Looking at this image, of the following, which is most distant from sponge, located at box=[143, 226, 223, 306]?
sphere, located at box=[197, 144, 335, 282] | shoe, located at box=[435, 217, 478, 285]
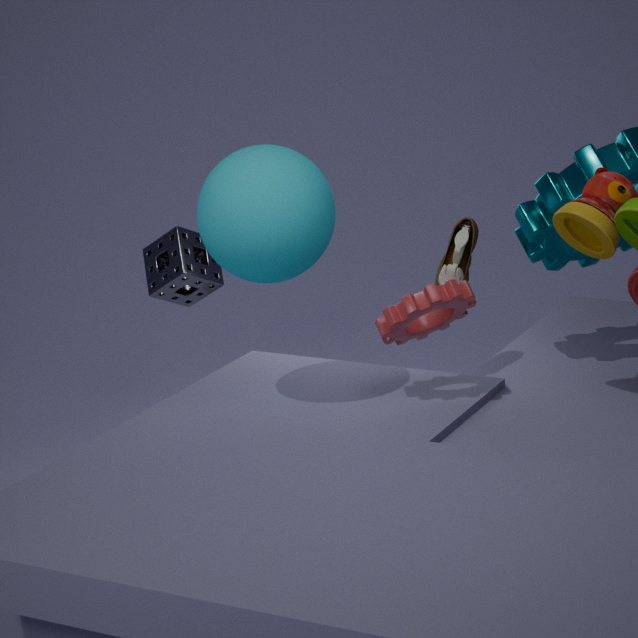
shoe, located at box=[435, 217, 478, 285]
